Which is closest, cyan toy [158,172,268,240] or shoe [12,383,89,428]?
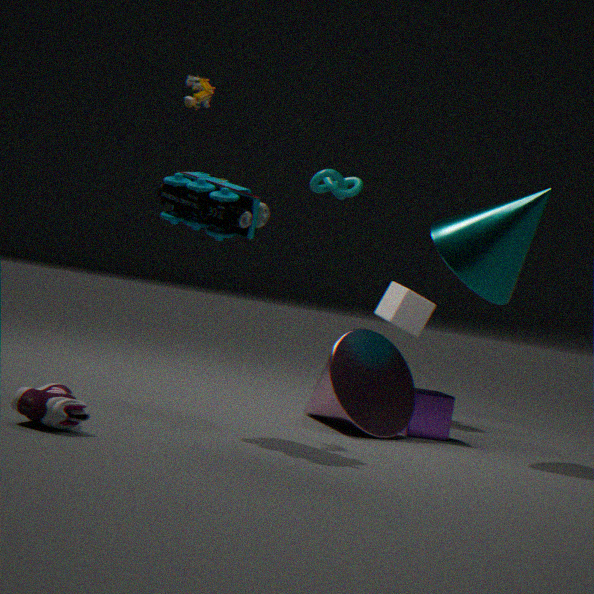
shoe [12,383,89,428]
